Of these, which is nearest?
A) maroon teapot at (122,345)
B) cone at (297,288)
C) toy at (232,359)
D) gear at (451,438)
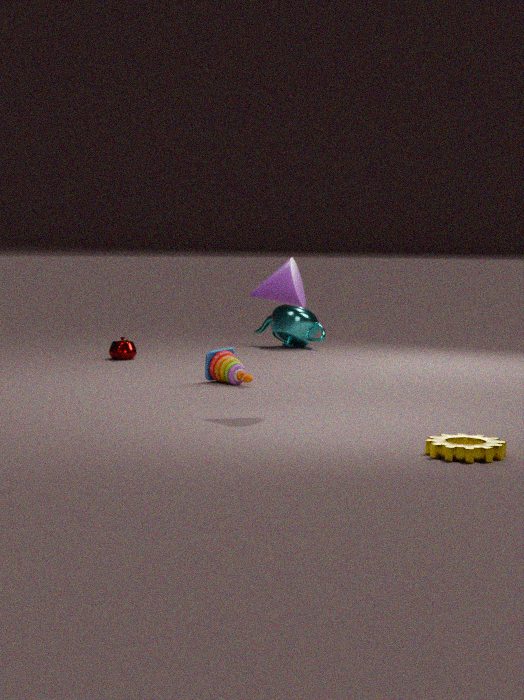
gear at (451,438)
